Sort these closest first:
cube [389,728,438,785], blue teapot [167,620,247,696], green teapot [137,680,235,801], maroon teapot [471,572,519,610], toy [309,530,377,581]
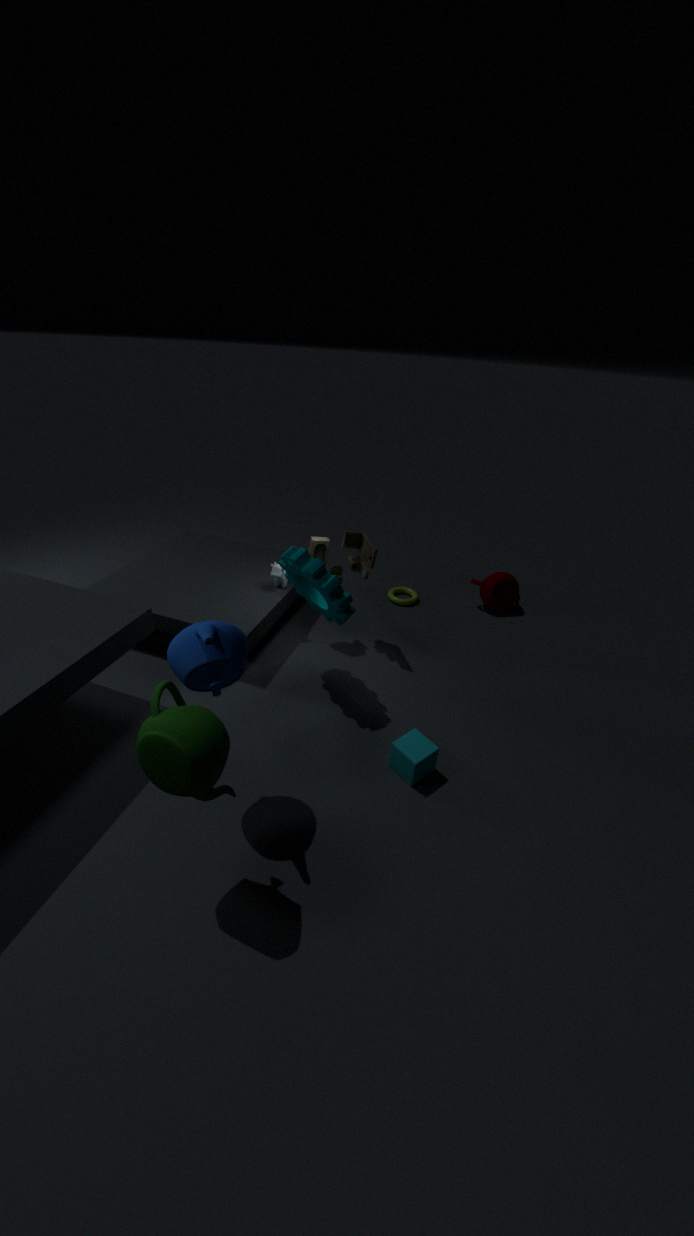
green teapot [137,680,235,801], blue teapot [167,620,247,696], cube [389,728,438,785], toy [309,530,377,581], maroon teapot [471,572,519,610]
